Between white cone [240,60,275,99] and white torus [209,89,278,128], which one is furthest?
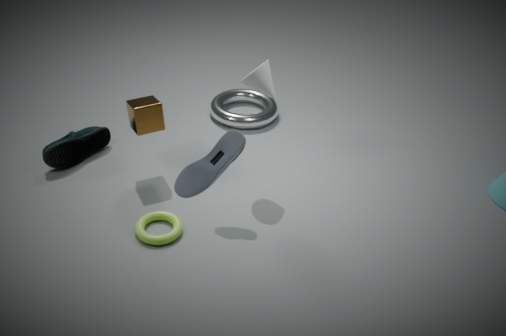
white torus [209,89,278,128]
